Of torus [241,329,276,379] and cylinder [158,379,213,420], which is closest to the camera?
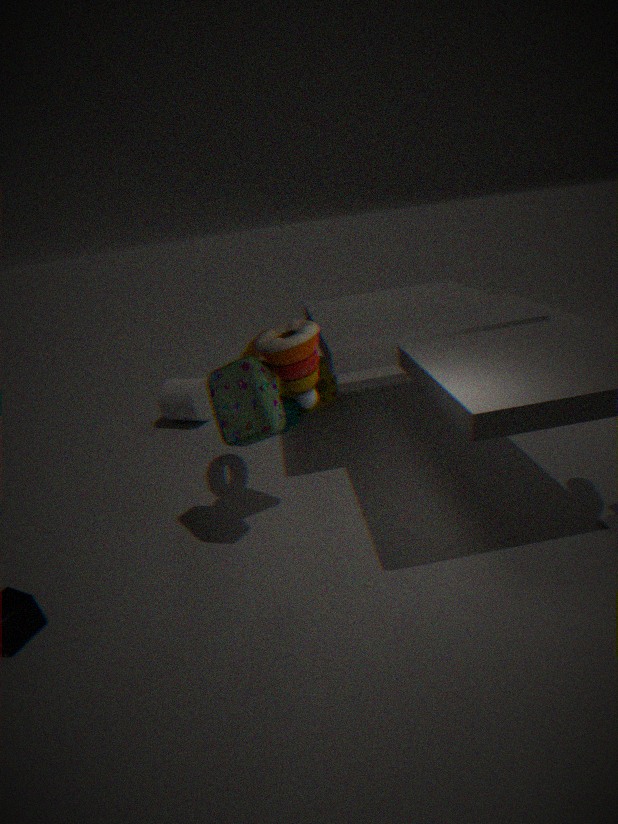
torus [241,329,276,379]
